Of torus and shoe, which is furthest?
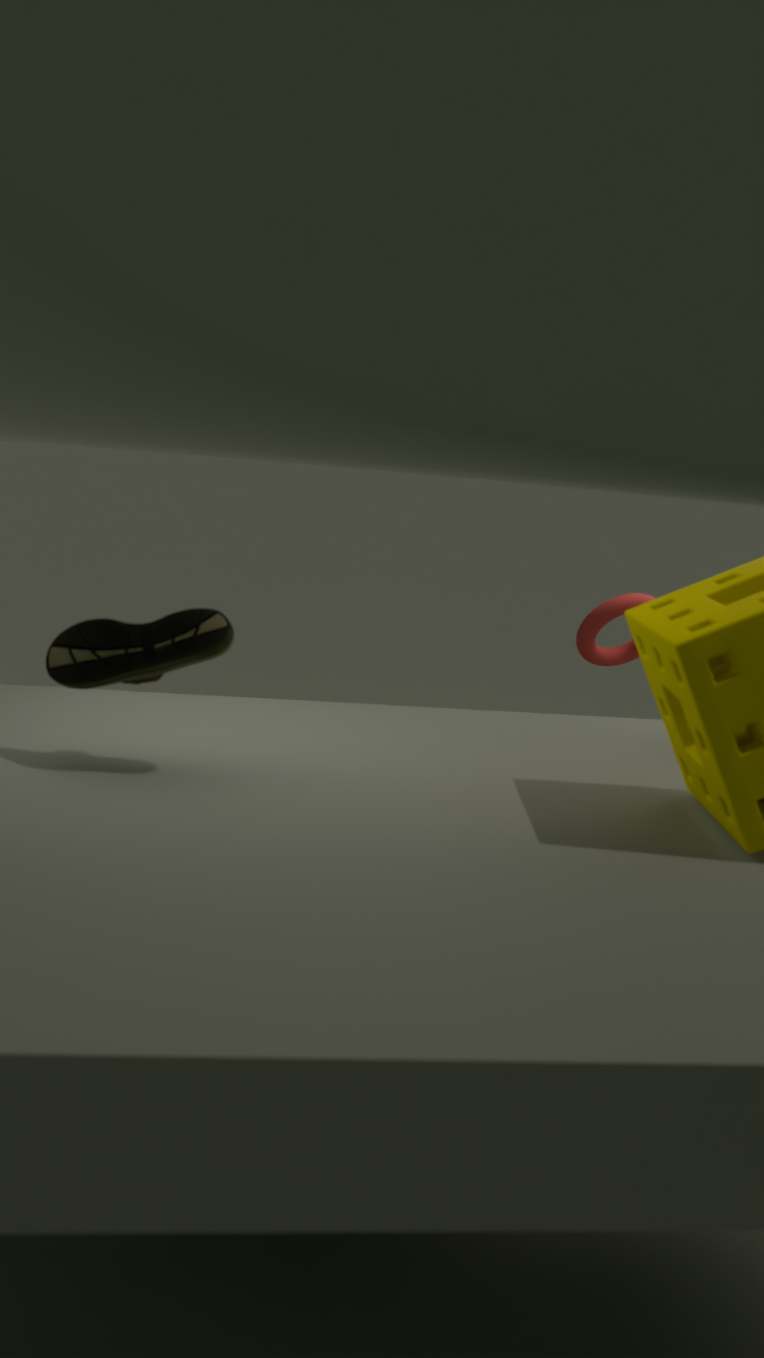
torus
